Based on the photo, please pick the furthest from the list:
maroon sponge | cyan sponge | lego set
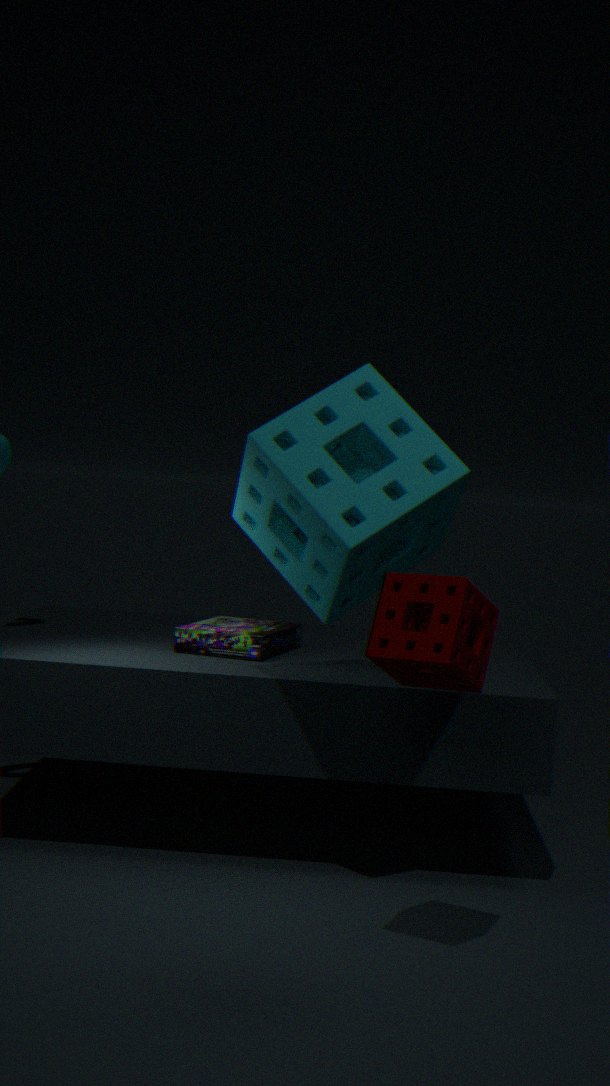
lego set
